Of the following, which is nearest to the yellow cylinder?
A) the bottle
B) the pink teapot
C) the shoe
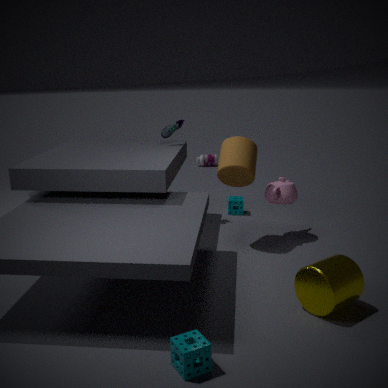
the pink teapot
